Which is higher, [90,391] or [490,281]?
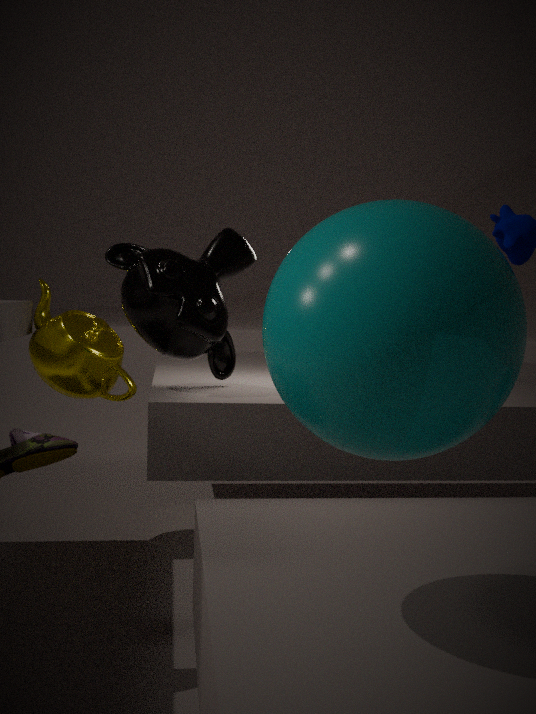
[490,281]
